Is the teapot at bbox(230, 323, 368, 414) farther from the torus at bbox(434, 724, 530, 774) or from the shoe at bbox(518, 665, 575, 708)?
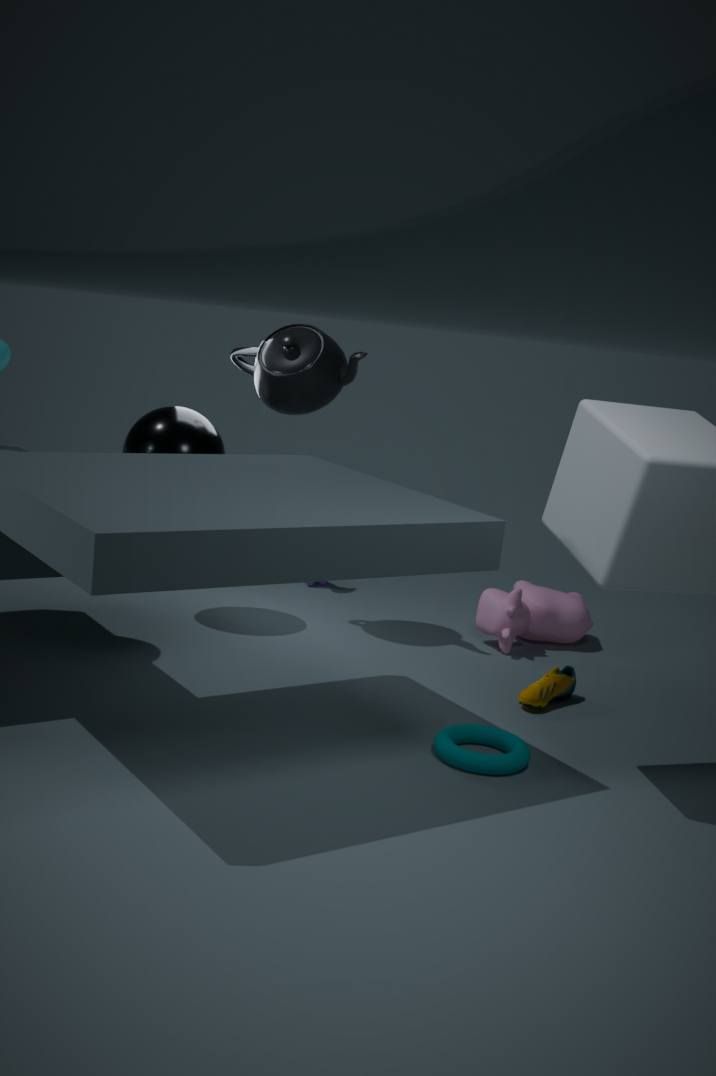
the torus at bbox(434, 724, 530, 774)
